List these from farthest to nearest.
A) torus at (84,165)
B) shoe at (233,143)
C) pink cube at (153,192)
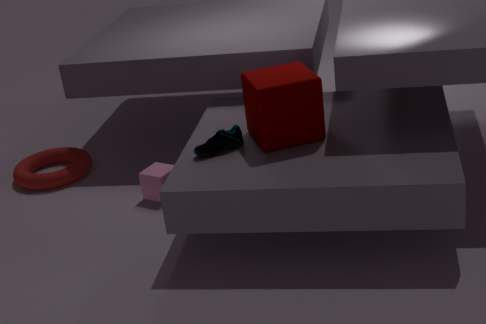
torus at (84,165) → pink cube at (153,192) → shoe at (233,143)
